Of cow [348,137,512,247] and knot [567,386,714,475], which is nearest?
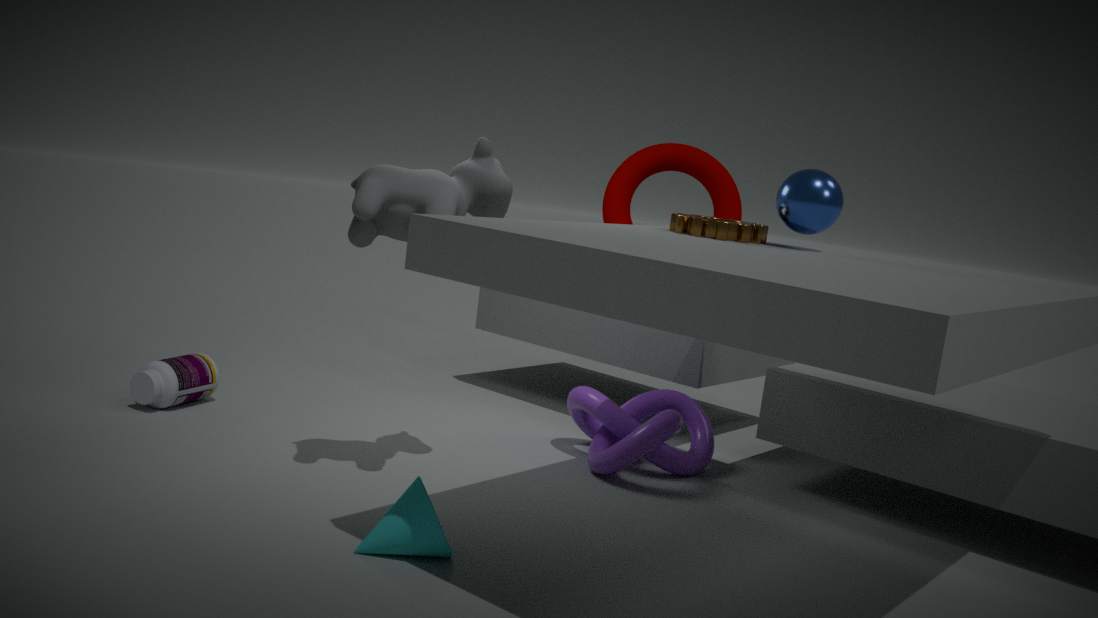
cow [348,137,512,247]
